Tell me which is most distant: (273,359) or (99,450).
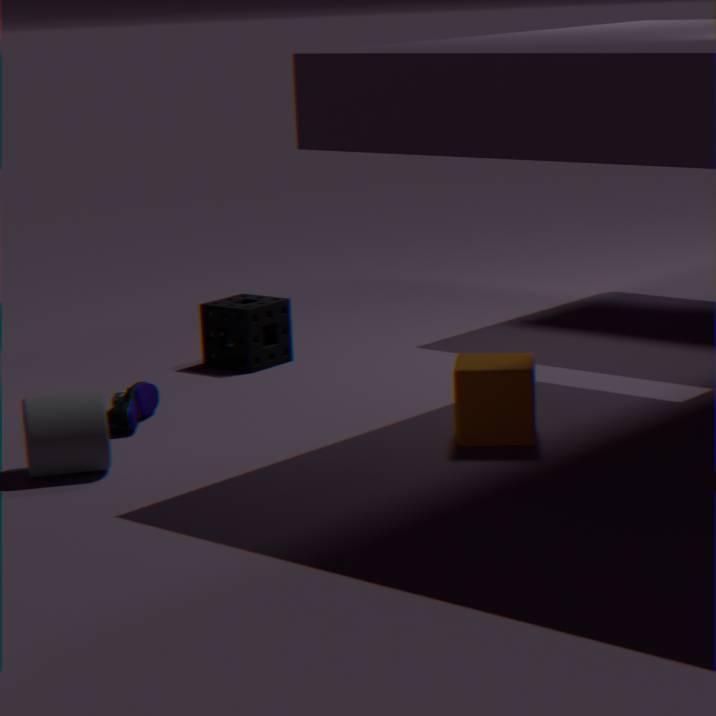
(273,359)
